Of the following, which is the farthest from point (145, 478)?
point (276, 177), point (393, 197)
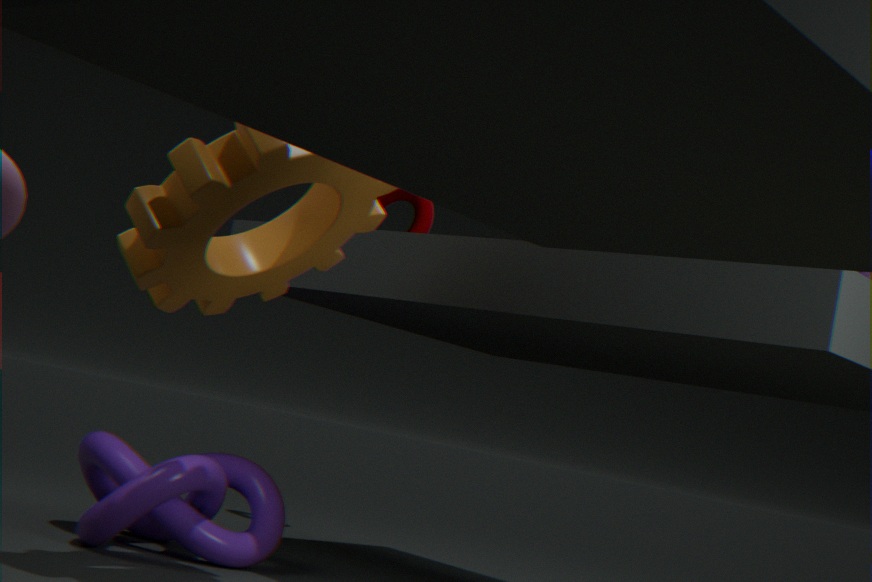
point (393, 197)
